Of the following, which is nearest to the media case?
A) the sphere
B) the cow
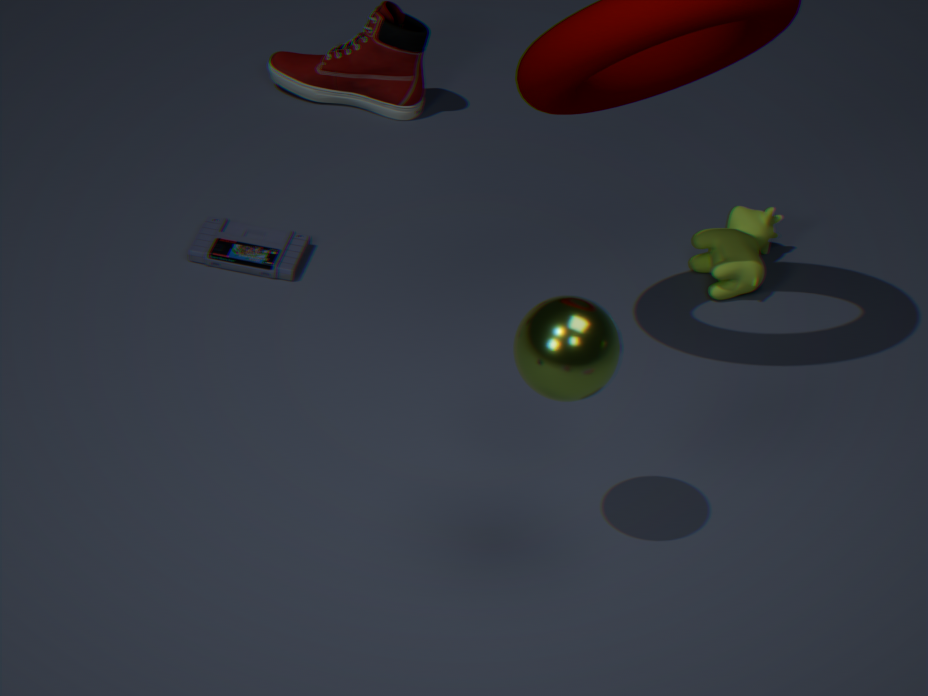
the cow
